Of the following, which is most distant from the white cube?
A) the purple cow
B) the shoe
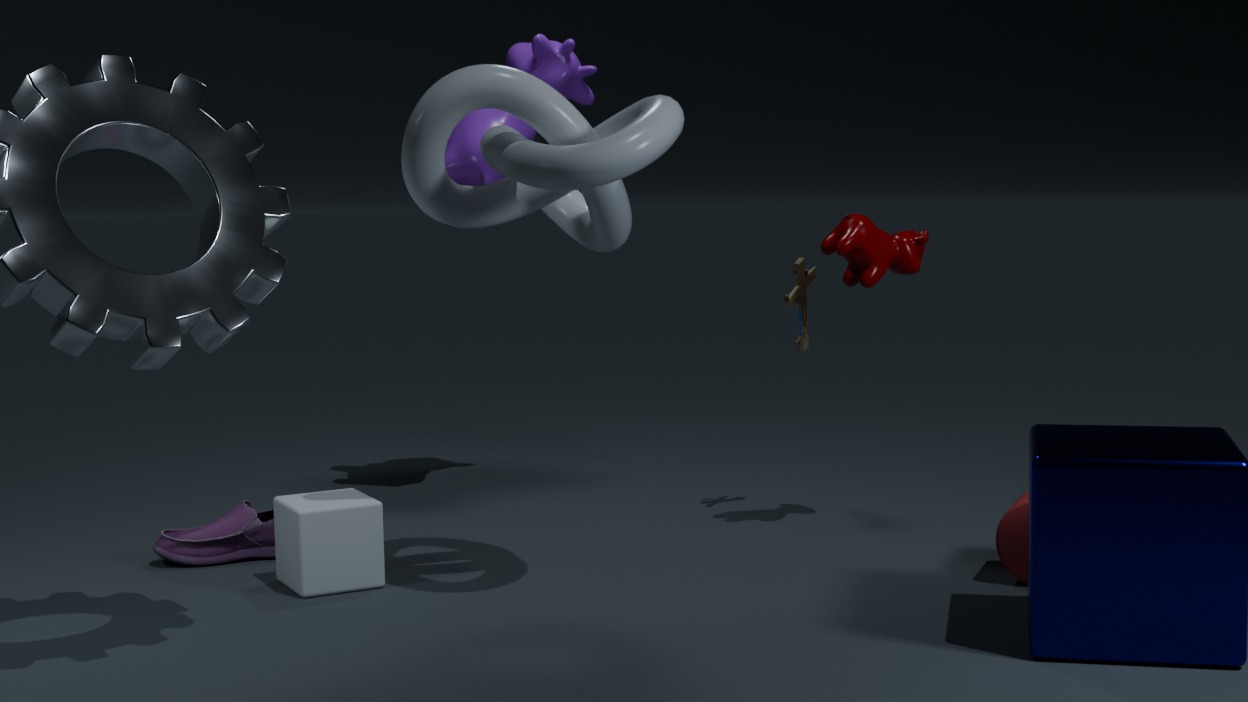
the purple cow
